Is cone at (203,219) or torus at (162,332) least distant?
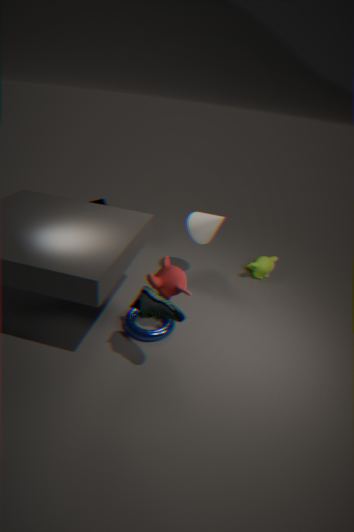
torus at (162,332)
